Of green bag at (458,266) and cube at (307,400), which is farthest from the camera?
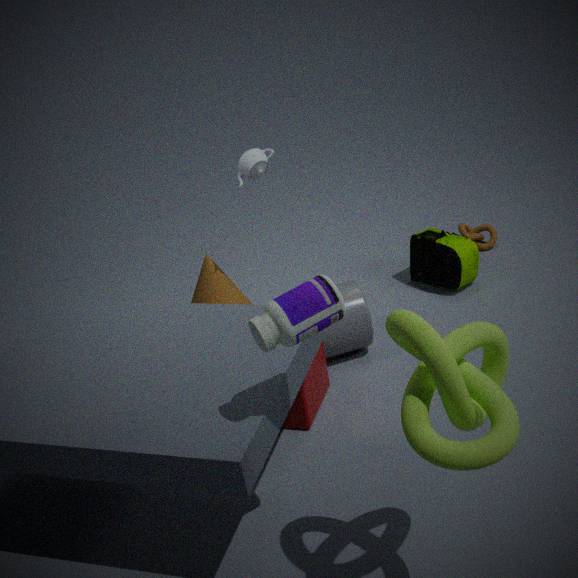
green bag at (458,266)
